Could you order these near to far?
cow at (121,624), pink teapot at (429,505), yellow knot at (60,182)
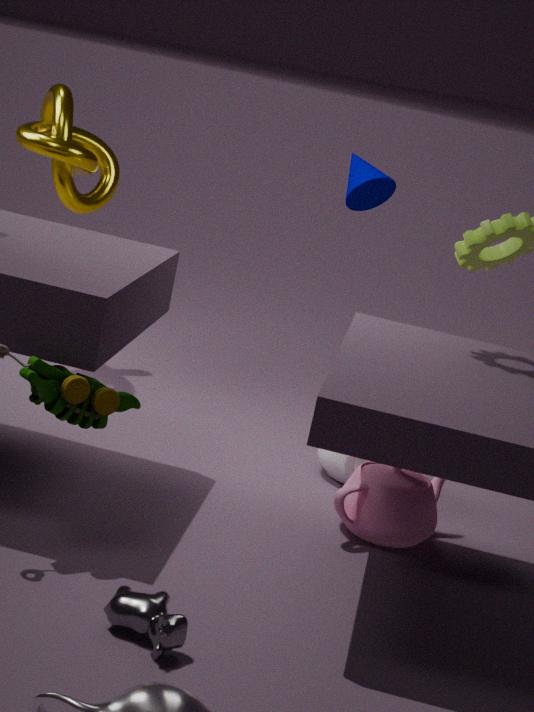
cow at (121,624) → pink teapot at (429,505) → yellow knot at (60,182)
